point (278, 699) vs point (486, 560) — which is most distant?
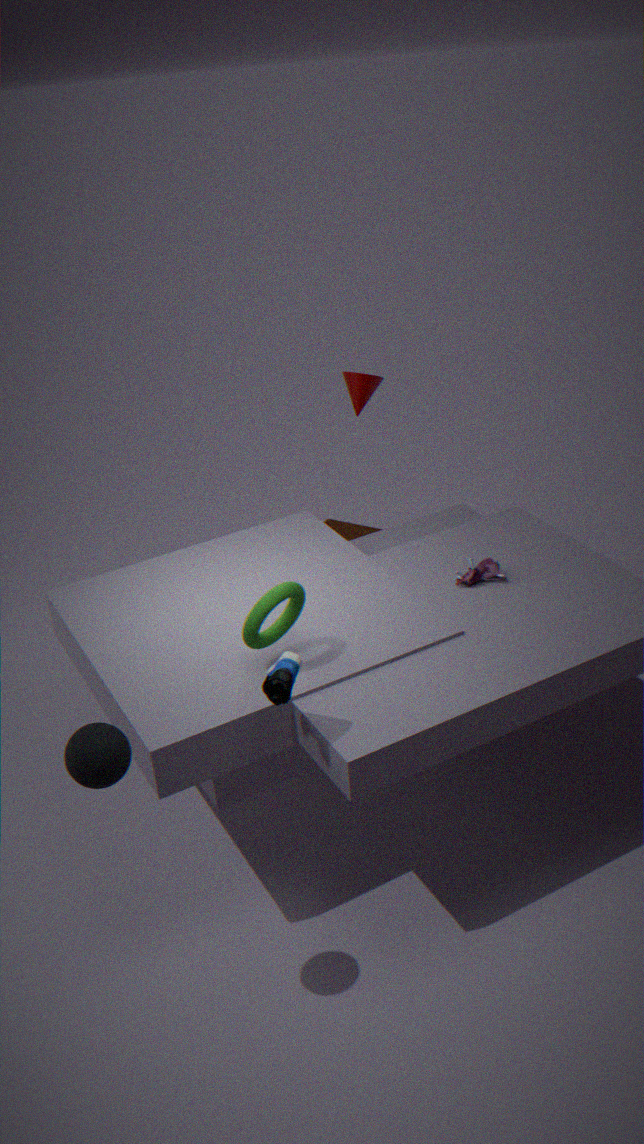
point (486, 560)
